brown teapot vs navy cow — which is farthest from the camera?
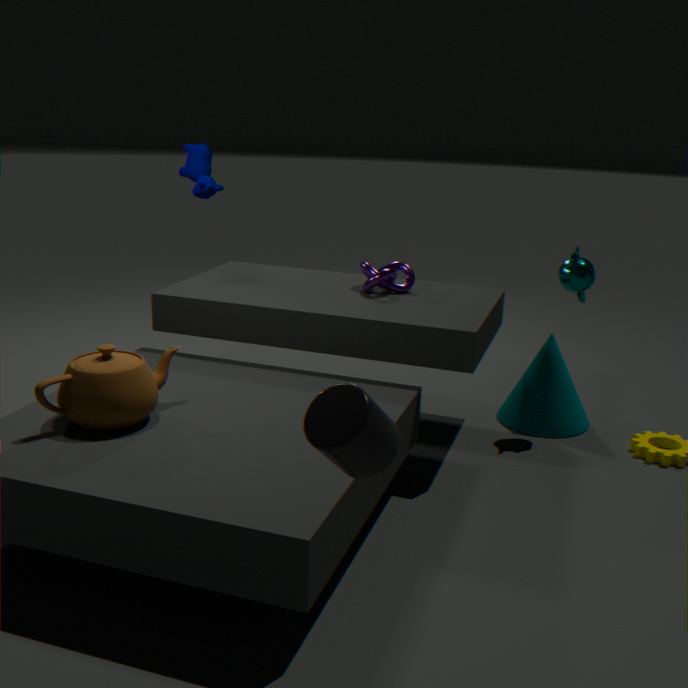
navy cow
